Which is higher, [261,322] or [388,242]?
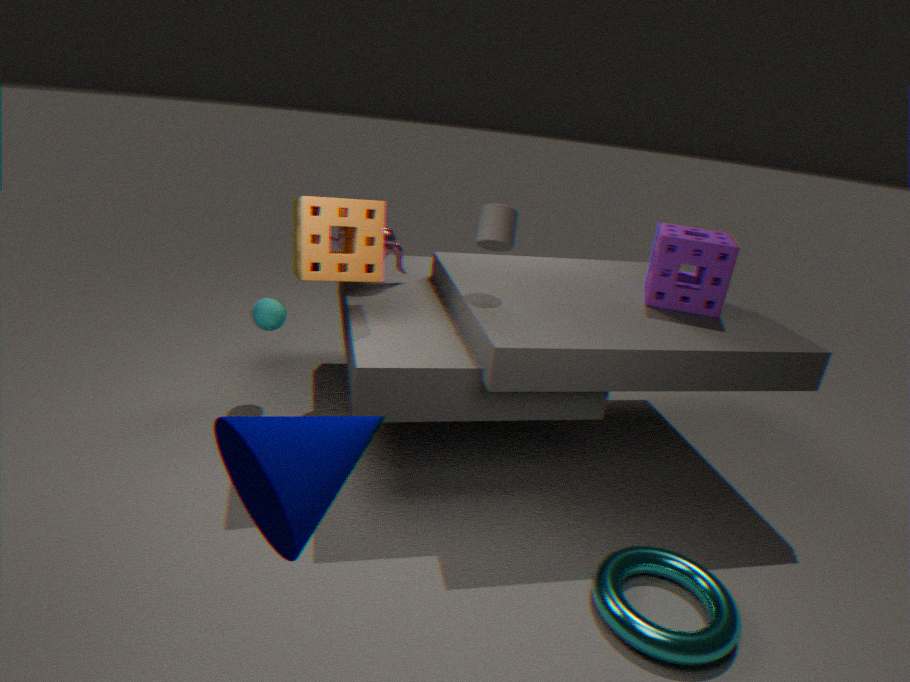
[388,242]
